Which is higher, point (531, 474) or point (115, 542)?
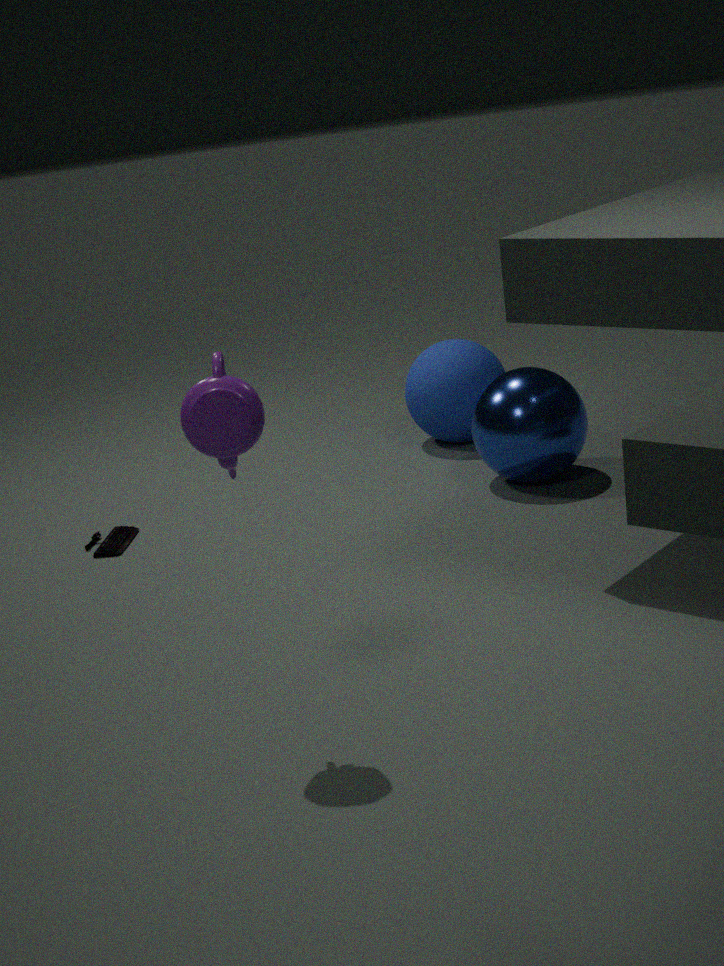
point (531, 474)
